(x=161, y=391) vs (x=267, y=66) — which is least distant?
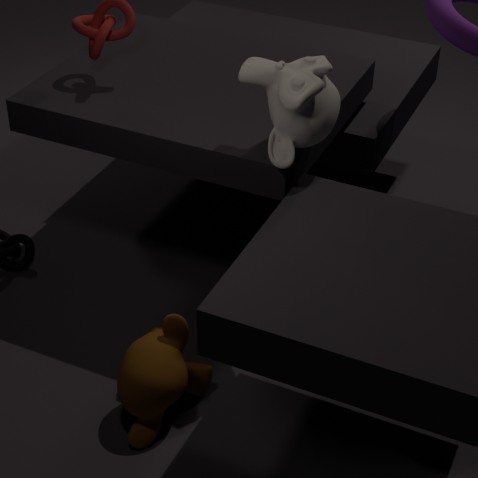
(x=267, y=66)
